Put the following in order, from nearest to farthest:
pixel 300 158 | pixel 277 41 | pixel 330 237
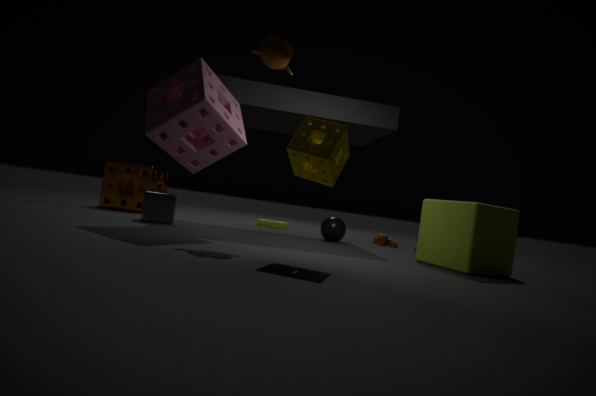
pixel 300 158
pixel 277 41
pixel 330 237
